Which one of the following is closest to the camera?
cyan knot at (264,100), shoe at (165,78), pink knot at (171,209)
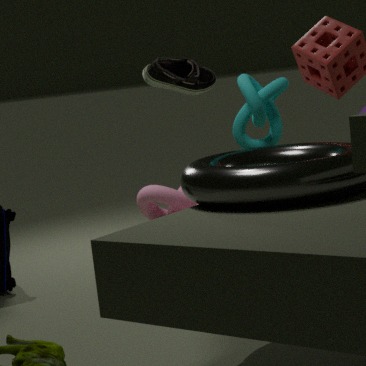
cyan knot at (264,100)
